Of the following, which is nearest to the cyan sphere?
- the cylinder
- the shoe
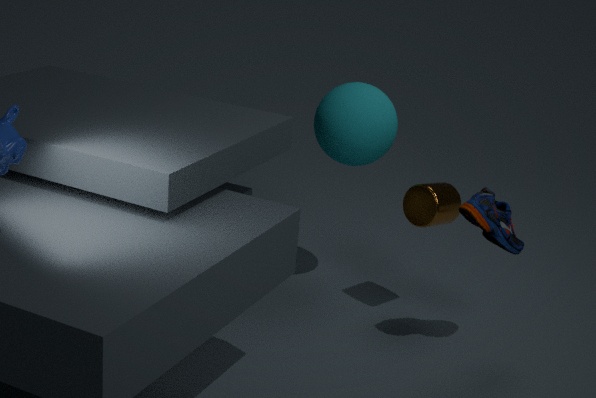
the cylinder
